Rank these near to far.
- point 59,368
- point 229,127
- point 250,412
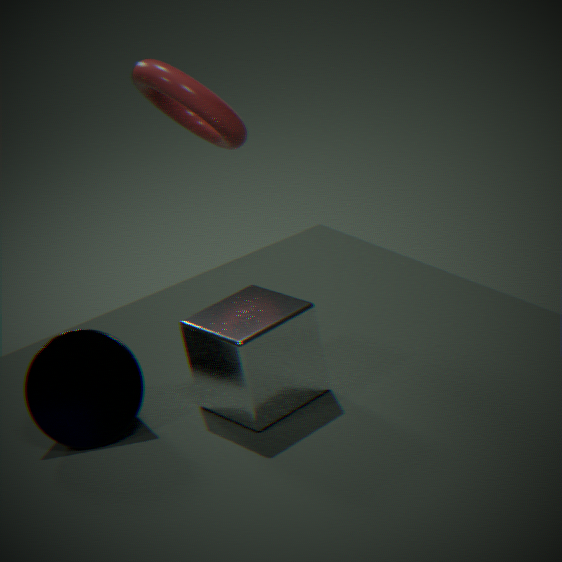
point 250,412 → point 59,368 → point 229,127
